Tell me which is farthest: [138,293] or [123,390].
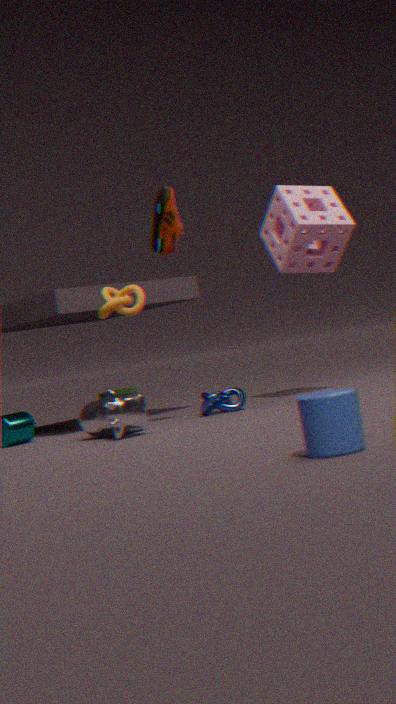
[123,390]
